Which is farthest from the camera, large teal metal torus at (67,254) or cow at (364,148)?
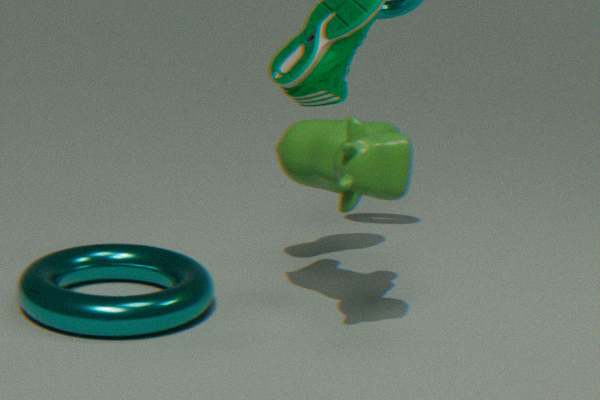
large teal metal torus at (67,254)
